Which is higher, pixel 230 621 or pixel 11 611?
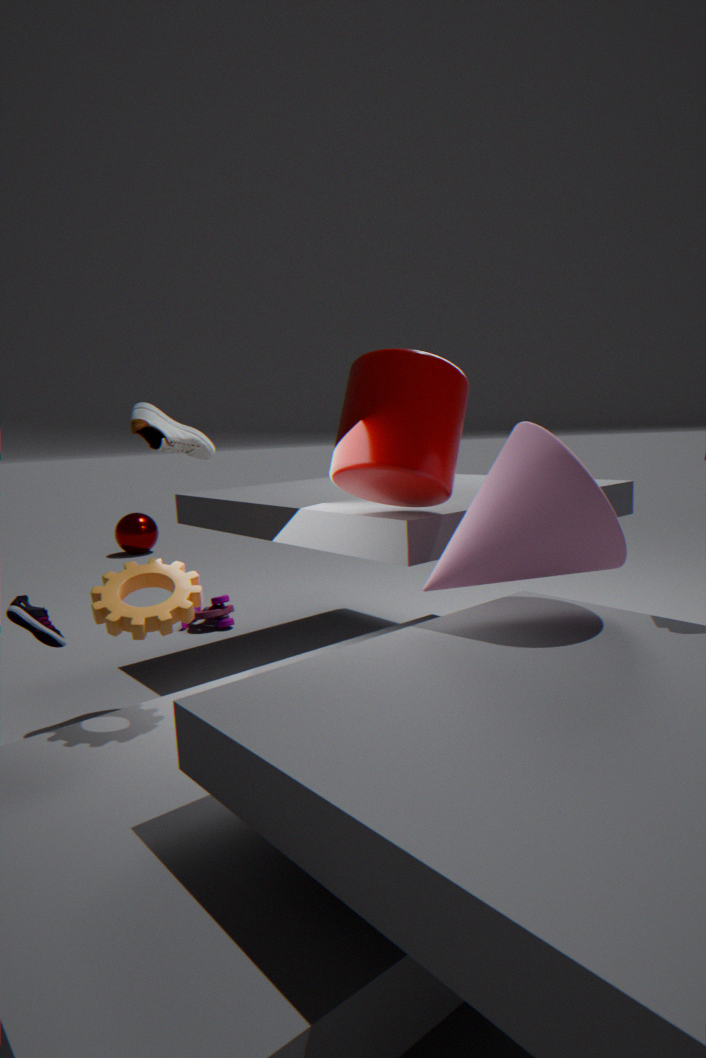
pixel 11 611
